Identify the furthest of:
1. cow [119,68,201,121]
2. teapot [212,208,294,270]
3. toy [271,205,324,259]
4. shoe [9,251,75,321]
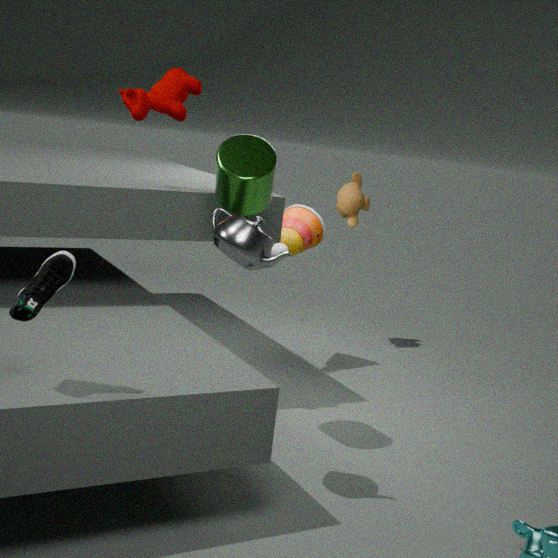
toy [271,205,324,259]
